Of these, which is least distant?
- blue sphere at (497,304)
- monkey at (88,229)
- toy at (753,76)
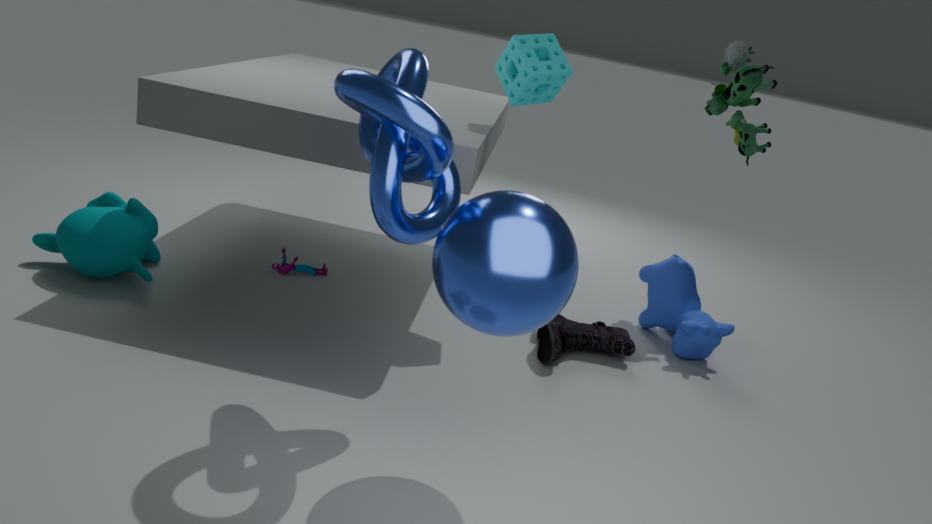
blue sphere at (497,304)
